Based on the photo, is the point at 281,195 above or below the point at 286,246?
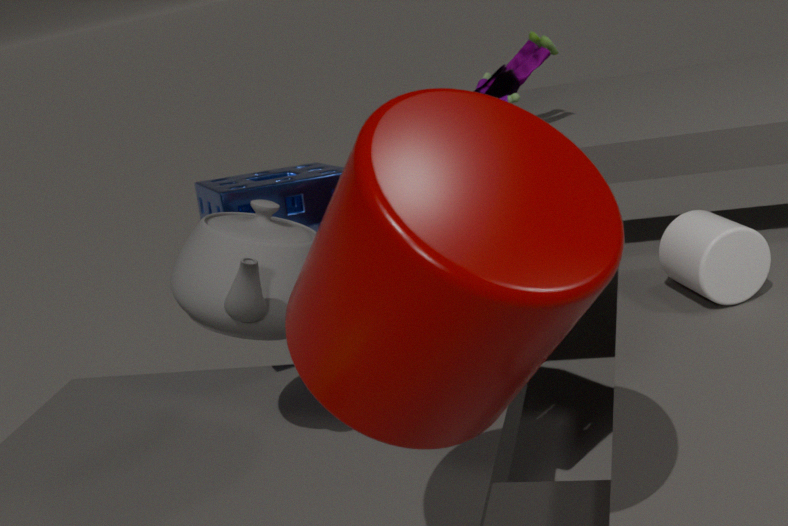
below
